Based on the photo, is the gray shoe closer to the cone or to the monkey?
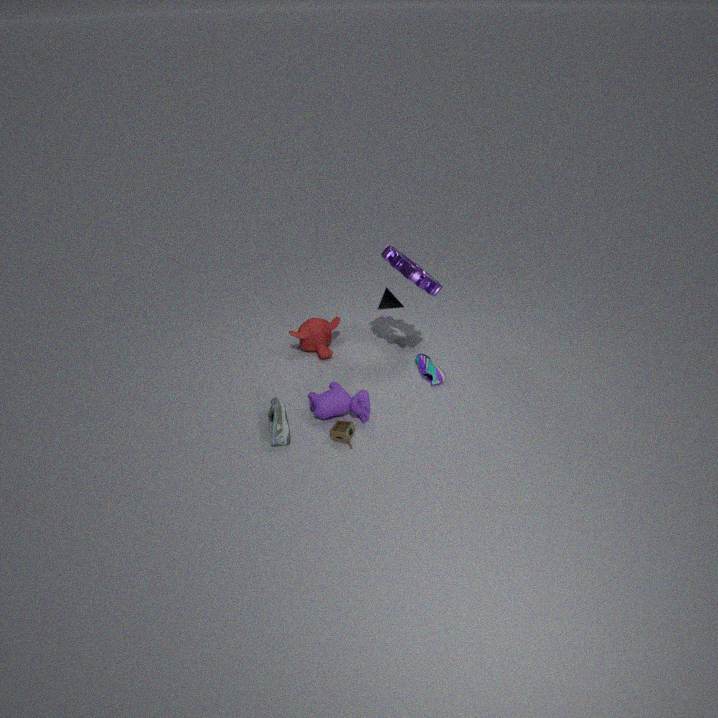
the monkey
